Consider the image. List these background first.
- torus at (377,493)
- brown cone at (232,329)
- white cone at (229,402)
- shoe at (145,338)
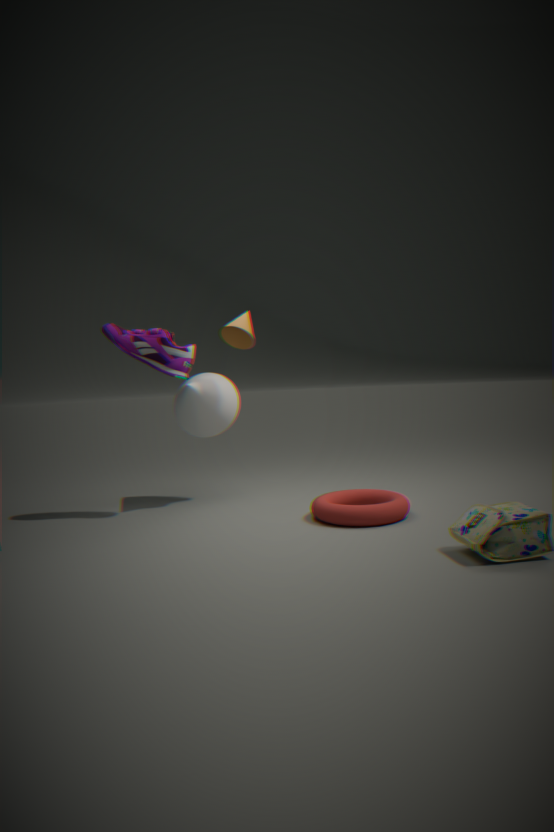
white cone at (229,402) < brown cone at (232,329) < shoe at (145,338) < torus at (377,493)
